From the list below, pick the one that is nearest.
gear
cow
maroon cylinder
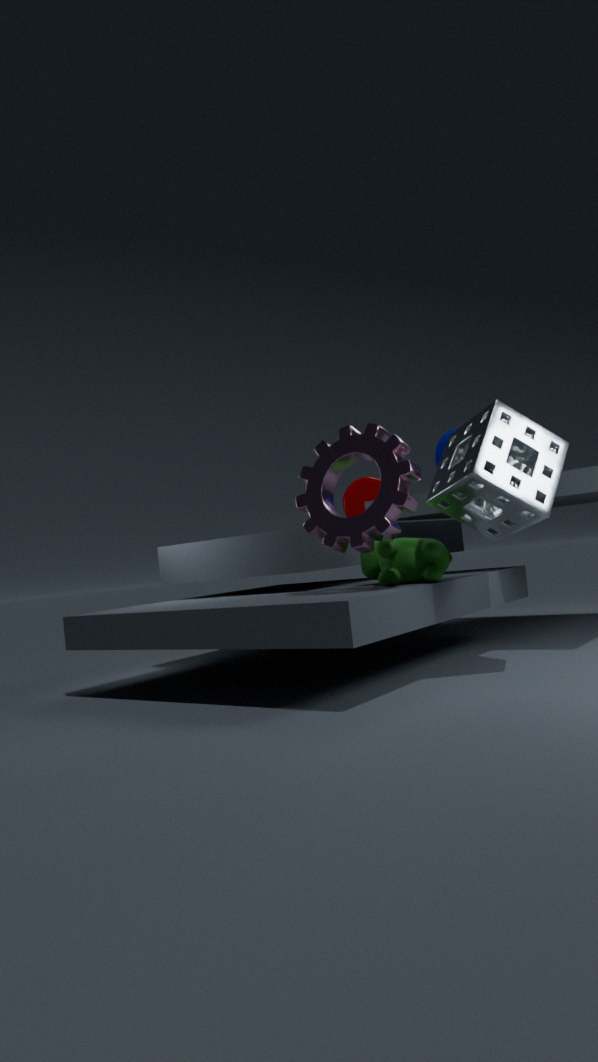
gear
